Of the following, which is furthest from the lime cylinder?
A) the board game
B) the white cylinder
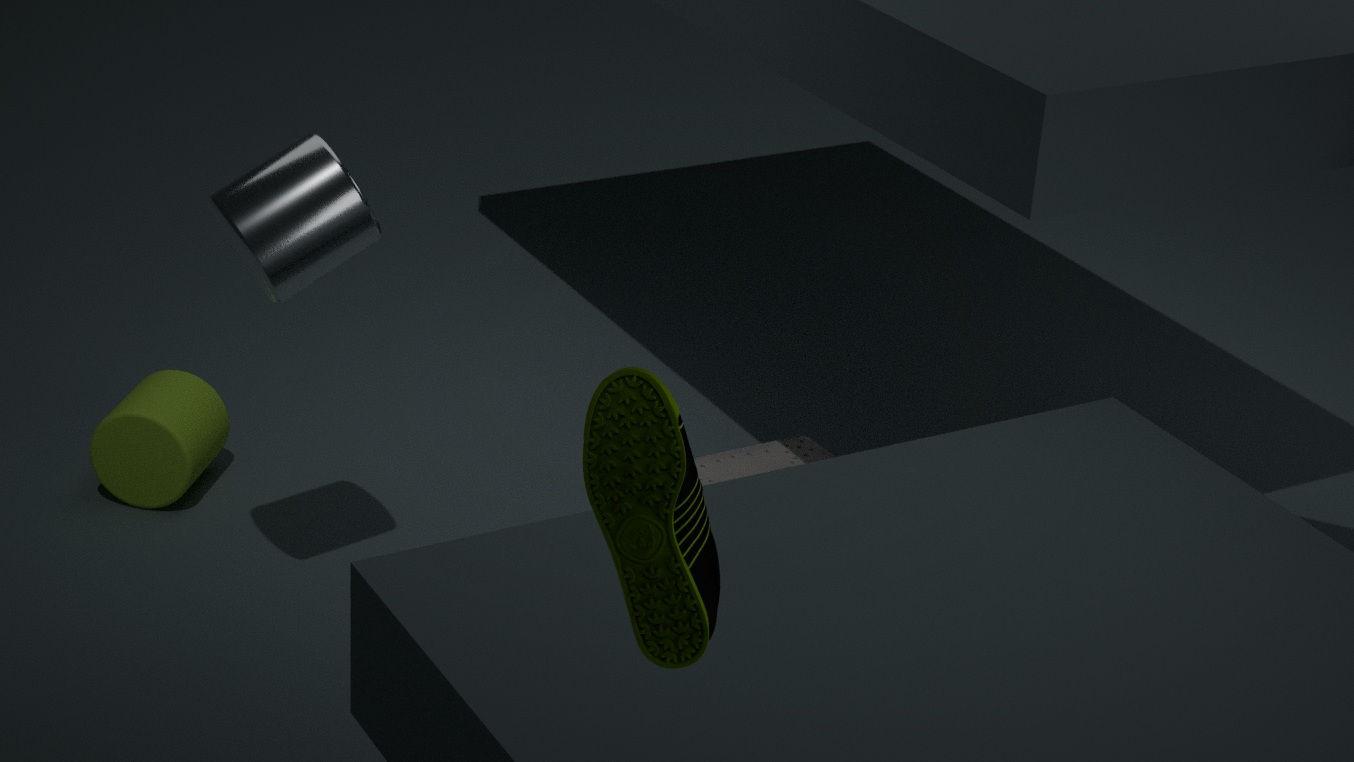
the board game
